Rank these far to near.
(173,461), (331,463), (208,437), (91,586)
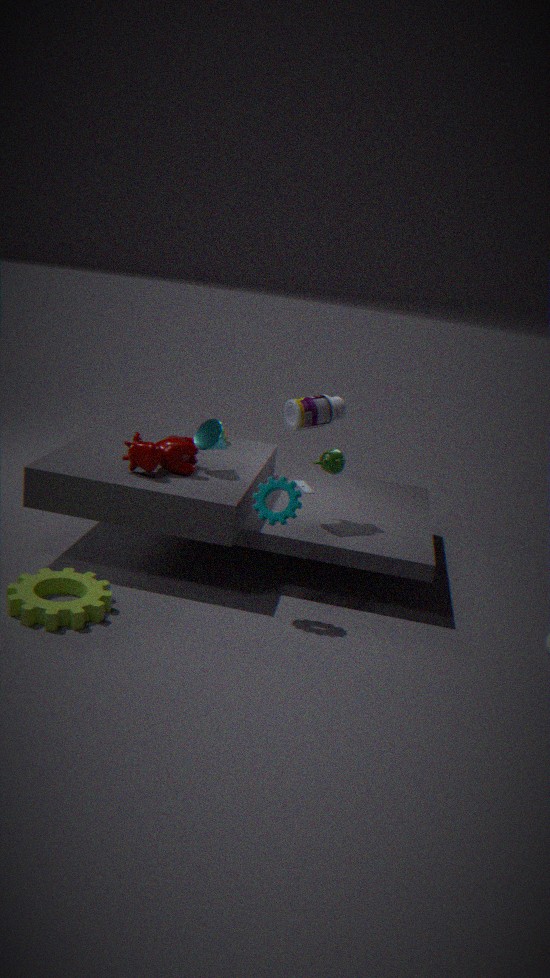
(331,463) < (208,437) < (173,461) < (91,586)
